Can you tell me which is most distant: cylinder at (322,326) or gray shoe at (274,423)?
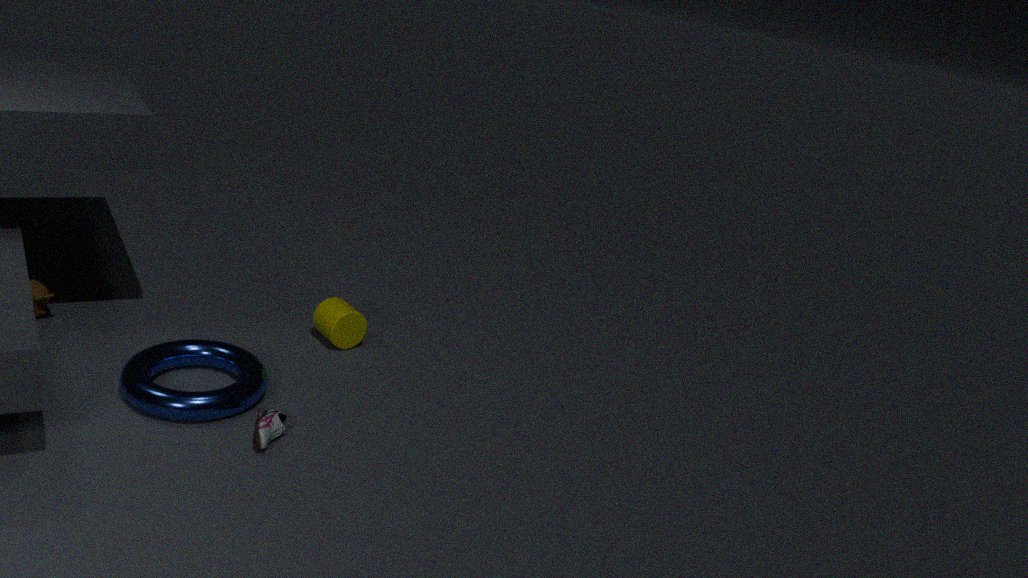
cylinder at (322,326)
